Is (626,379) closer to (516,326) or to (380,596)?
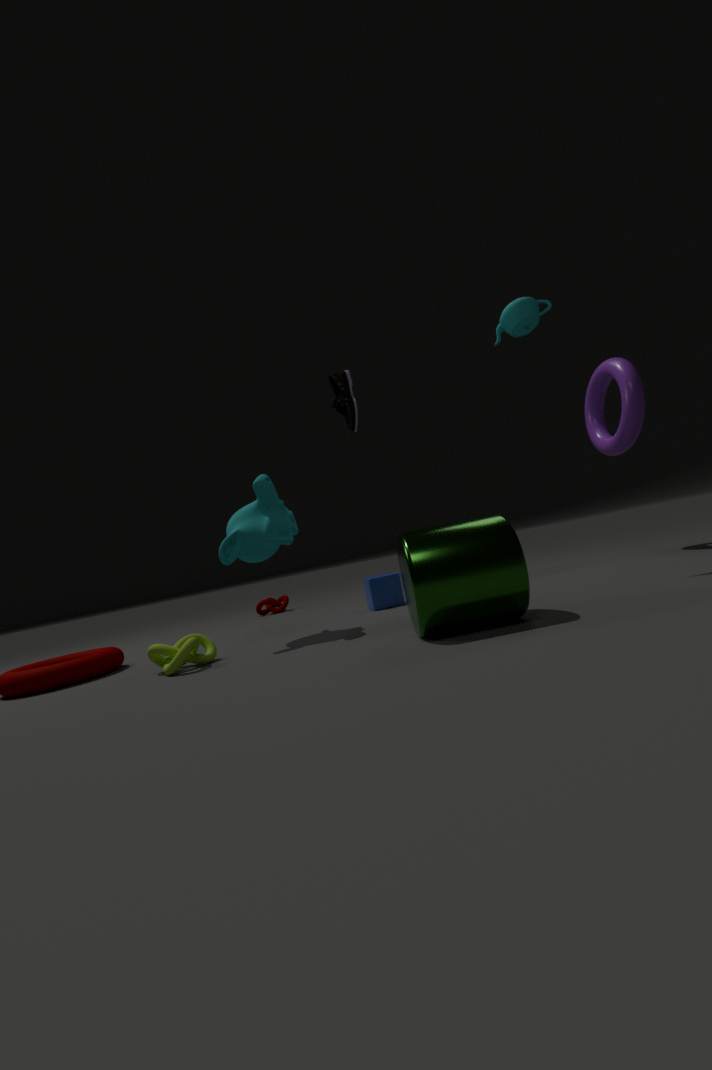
(516,326)
